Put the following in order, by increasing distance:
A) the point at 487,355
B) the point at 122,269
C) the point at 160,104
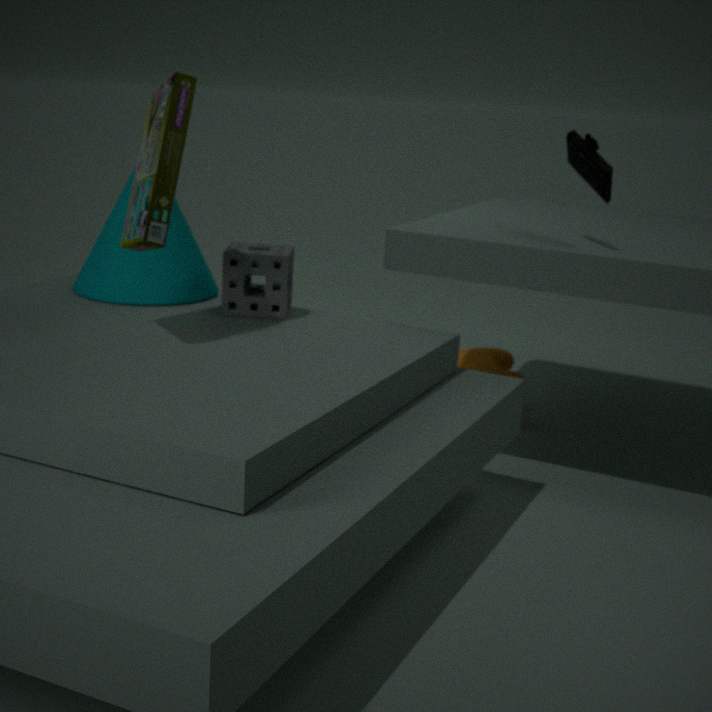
1. C. the point at 160,104
2. B. the point at 122,269
3. A. the point at 487,355
